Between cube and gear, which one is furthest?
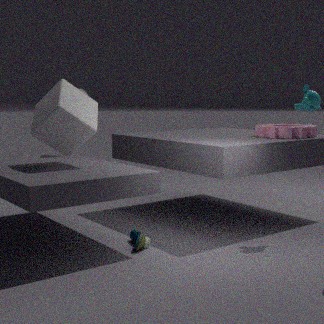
gear
